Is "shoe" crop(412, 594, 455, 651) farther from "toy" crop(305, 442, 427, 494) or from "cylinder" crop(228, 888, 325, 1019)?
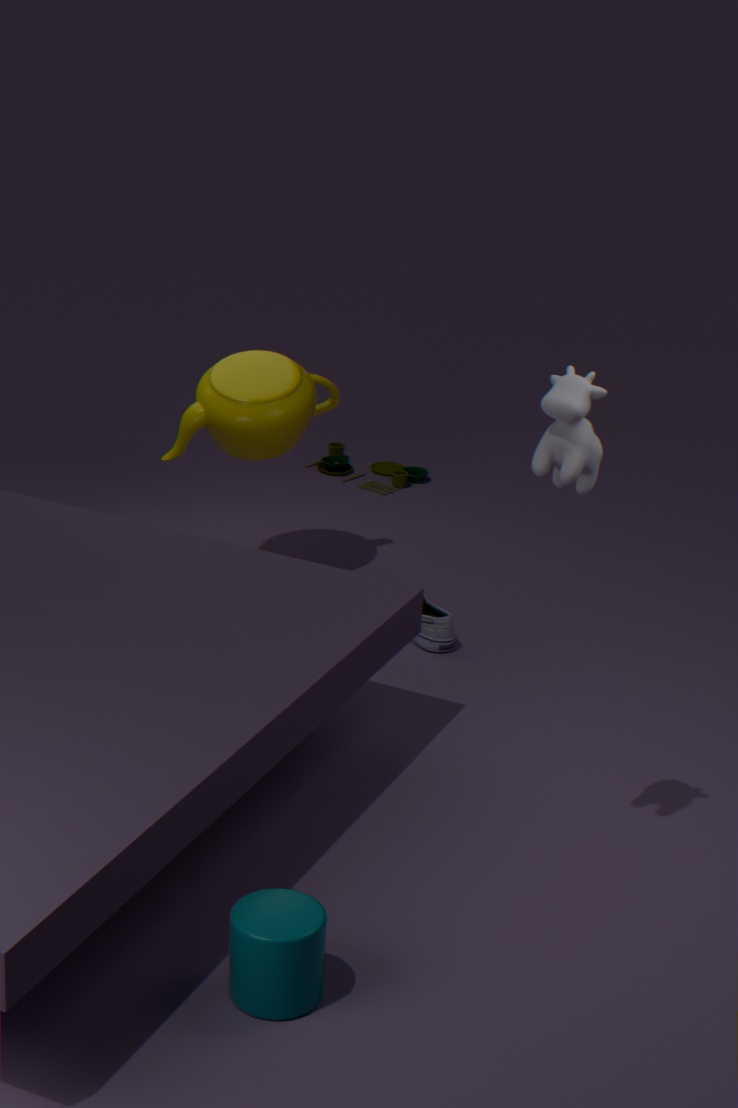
"cylinder" crop(228, 888, 325, 1019)
